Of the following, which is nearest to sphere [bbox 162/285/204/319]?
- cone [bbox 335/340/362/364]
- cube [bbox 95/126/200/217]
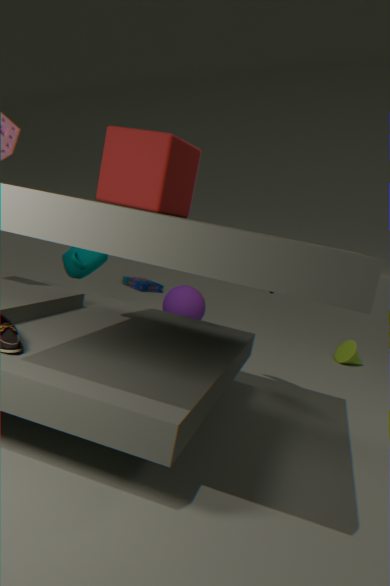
cone [bbox 335/340/362/364]
